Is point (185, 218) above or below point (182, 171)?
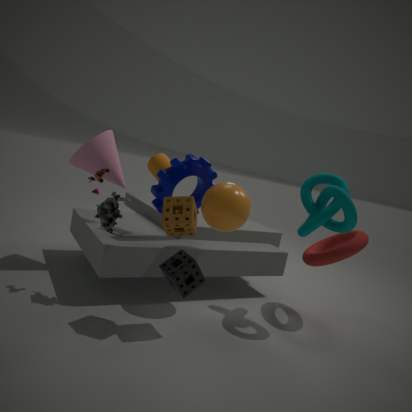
below
